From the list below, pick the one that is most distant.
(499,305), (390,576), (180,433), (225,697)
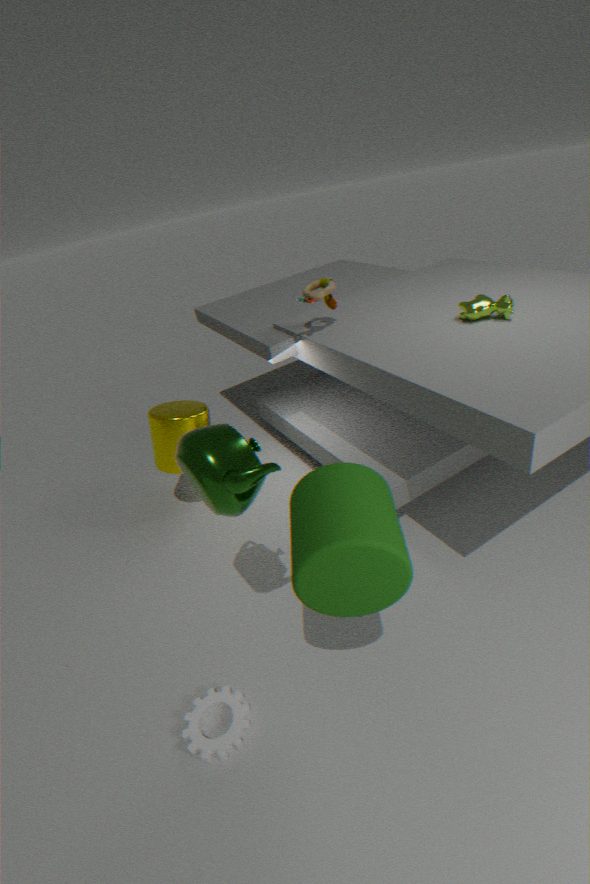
(180,433)
